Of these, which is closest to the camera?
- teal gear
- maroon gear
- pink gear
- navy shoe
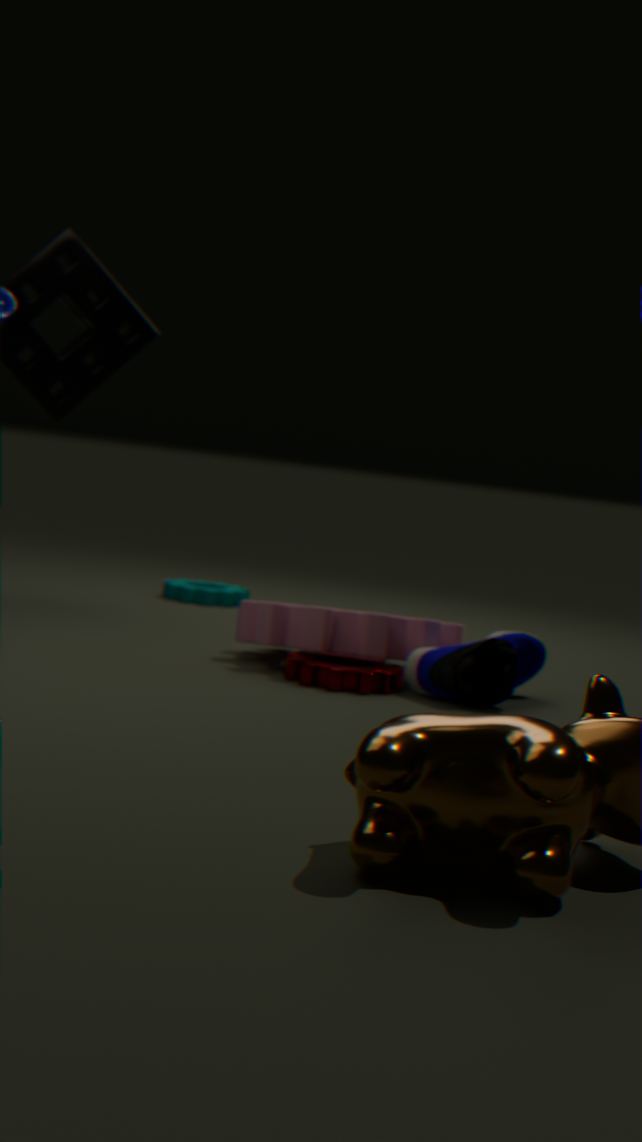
navy shoe
